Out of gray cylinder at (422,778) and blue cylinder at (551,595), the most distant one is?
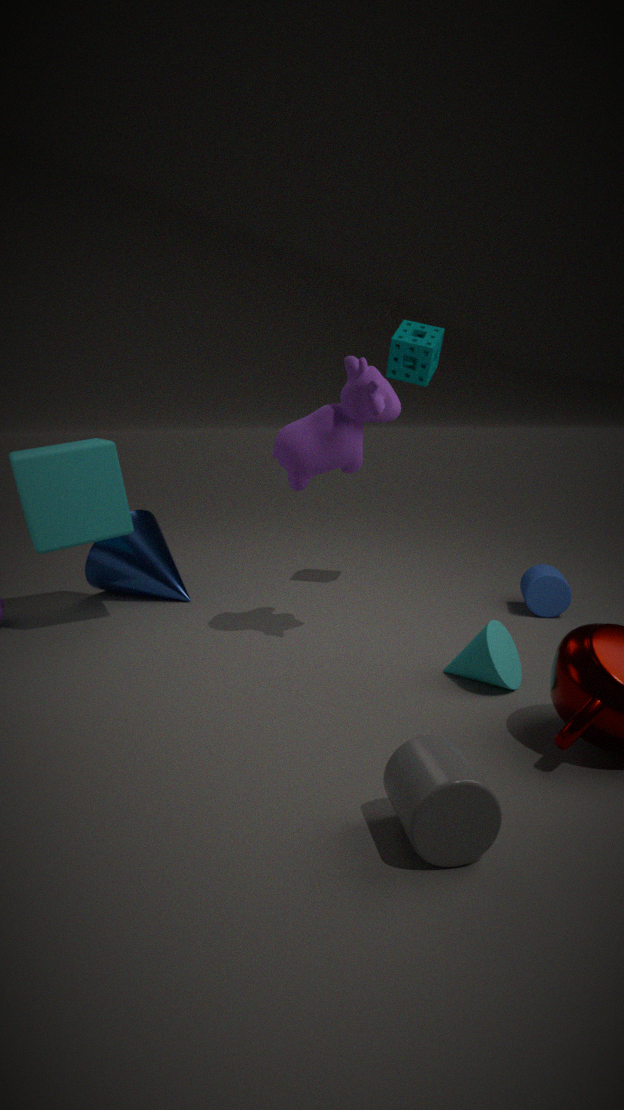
blue cylinder at (551,595)
